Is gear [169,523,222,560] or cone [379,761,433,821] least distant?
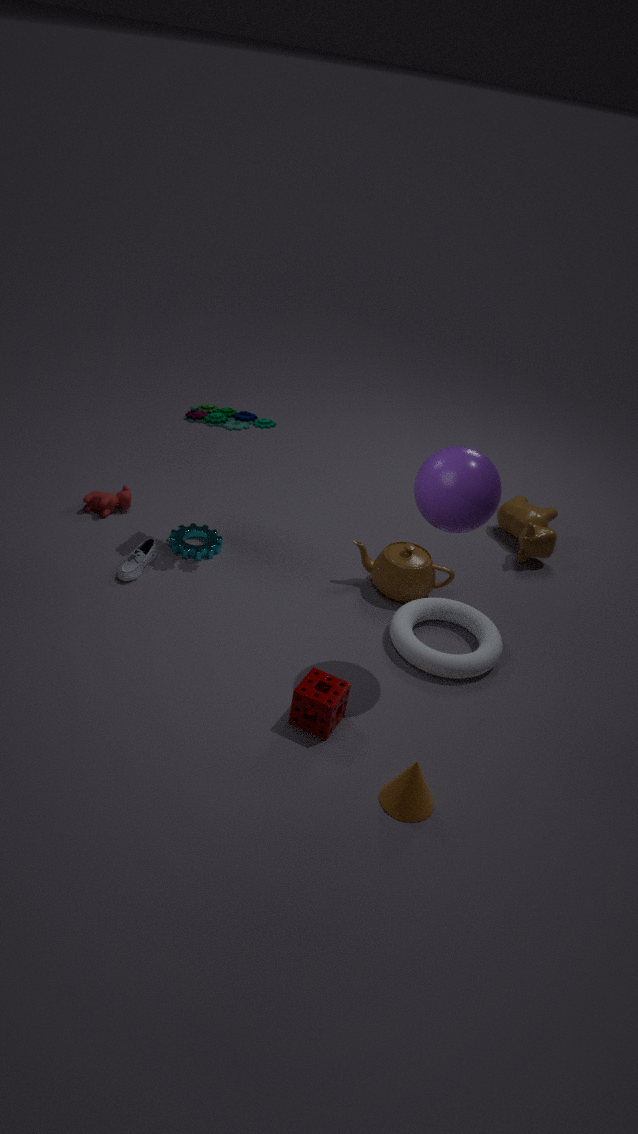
cone [379,761,433,821]
